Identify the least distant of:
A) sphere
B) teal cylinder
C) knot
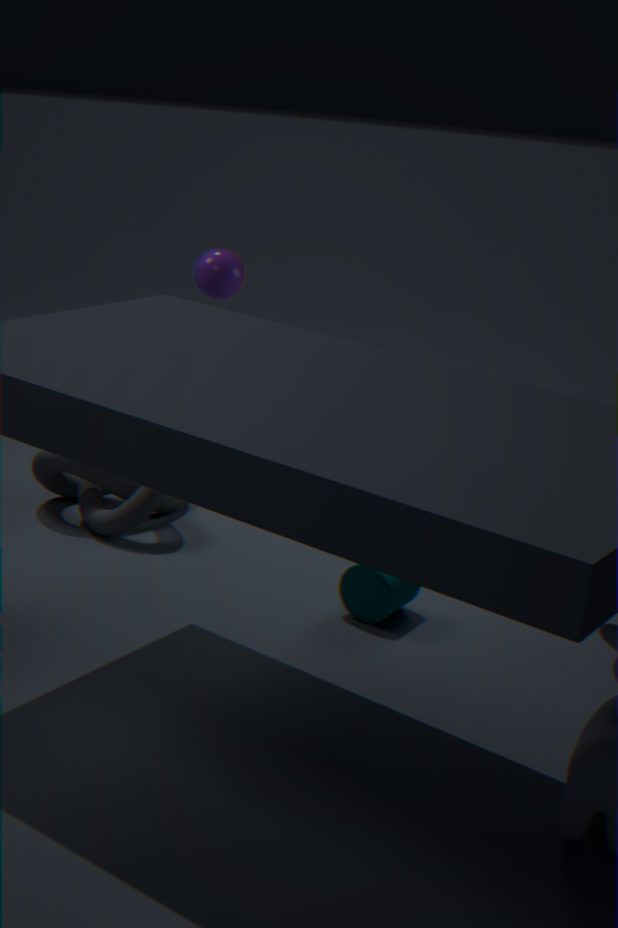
B. teal cylinder
